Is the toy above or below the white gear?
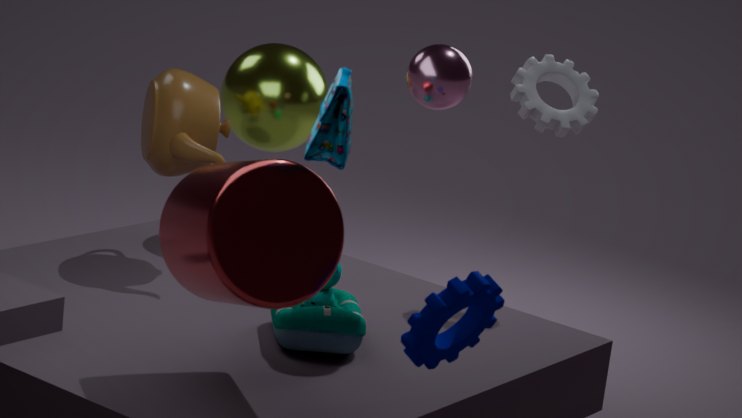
below
